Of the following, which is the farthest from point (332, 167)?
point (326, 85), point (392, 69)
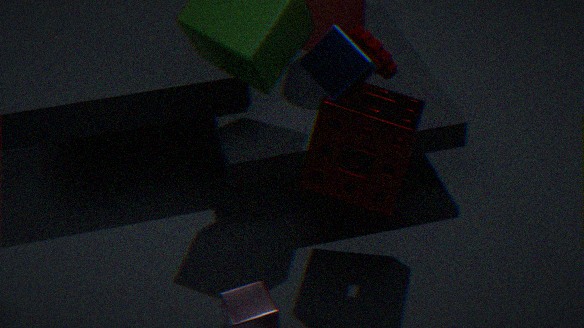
point (392, 69)
